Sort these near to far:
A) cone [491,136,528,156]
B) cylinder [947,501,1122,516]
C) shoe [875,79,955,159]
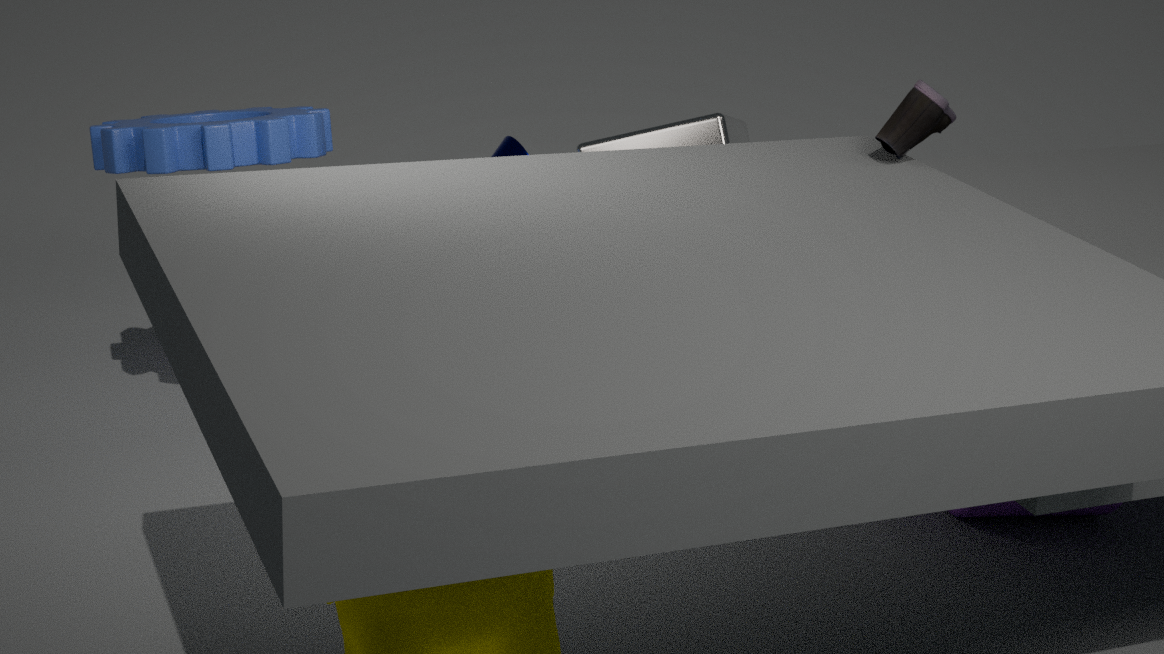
1. shoe [875,79,955,159]
2. cylinder [947,501,1122,516]
3. cone [491,136,528,156]
